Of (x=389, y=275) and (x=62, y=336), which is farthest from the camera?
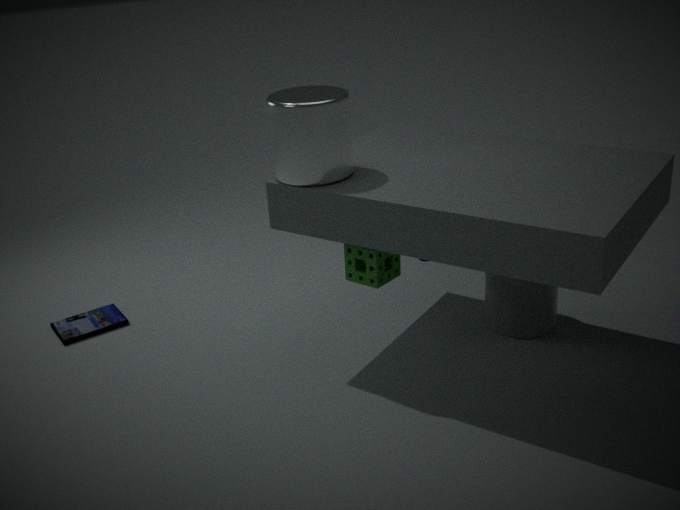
(x=62, y=336)
